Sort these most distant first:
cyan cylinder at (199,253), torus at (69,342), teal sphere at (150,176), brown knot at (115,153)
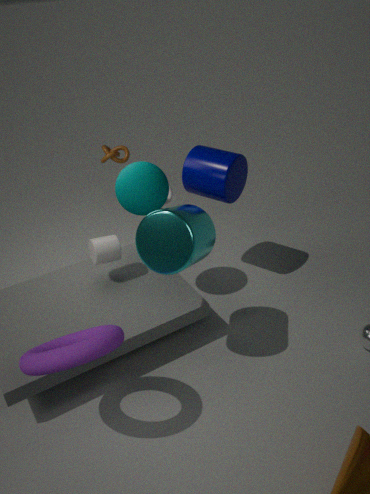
brown knot at (115,153) < teal sphere at (150,176) < cyan cylinder at (199,253) < torus at (69,342)
